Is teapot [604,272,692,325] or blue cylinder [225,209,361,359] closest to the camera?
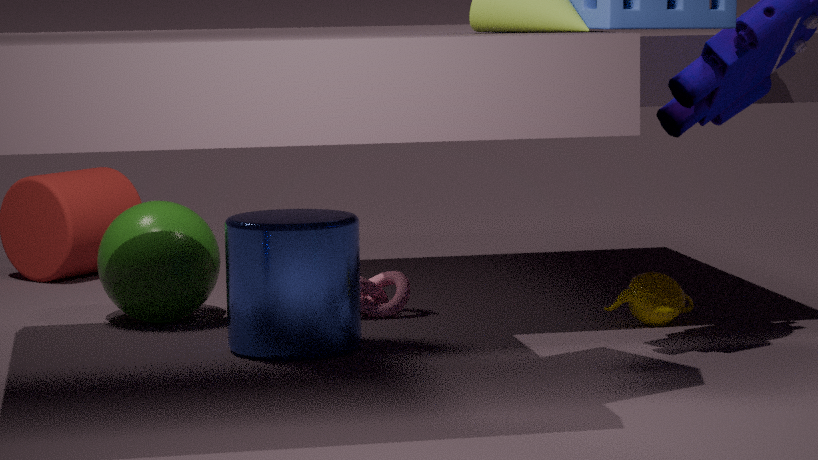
blue cylinder [225,209,361,359]
